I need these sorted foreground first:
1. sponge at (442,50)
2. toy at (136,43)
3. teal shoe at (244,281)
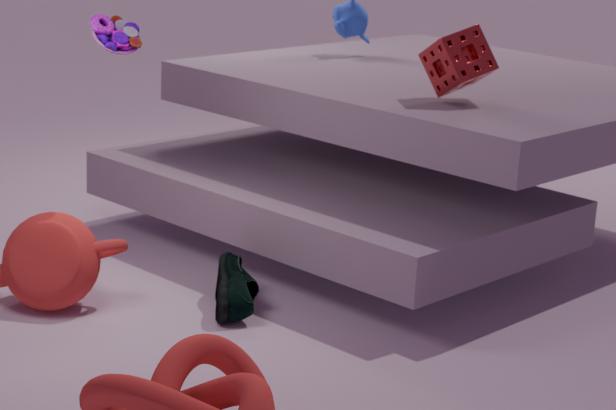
teal shoe at (244,281), toy at (136,43), sponge at (442,50)
